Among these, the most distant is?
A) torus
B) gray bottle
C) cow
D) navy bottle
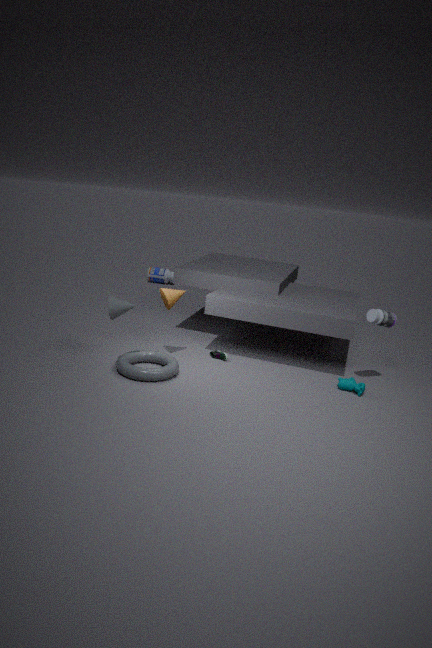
navy bottle
